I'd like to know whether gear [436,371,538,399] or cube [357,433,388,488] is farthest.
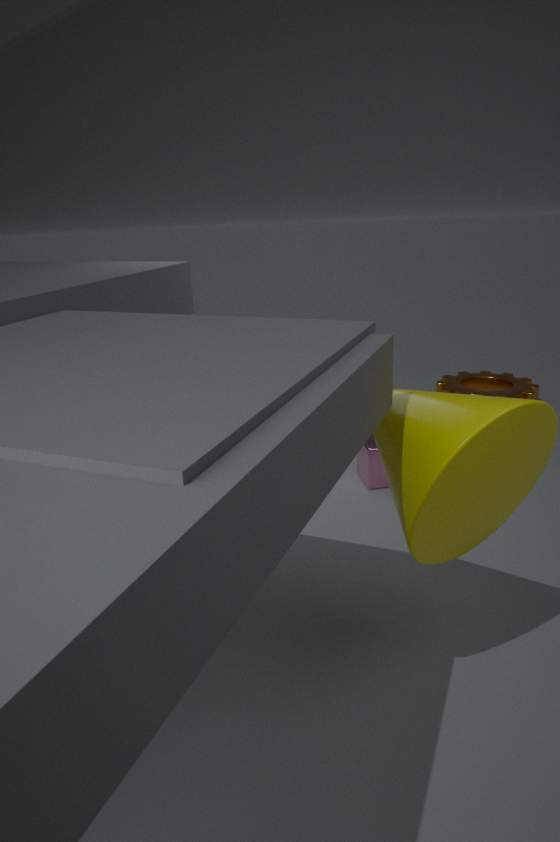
gear [436,371,538,399]
